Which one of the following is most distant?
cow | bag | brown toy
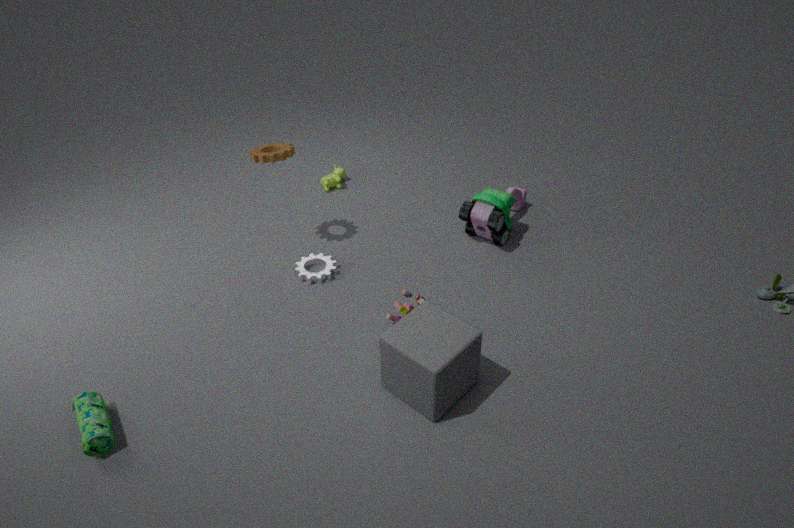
cow
